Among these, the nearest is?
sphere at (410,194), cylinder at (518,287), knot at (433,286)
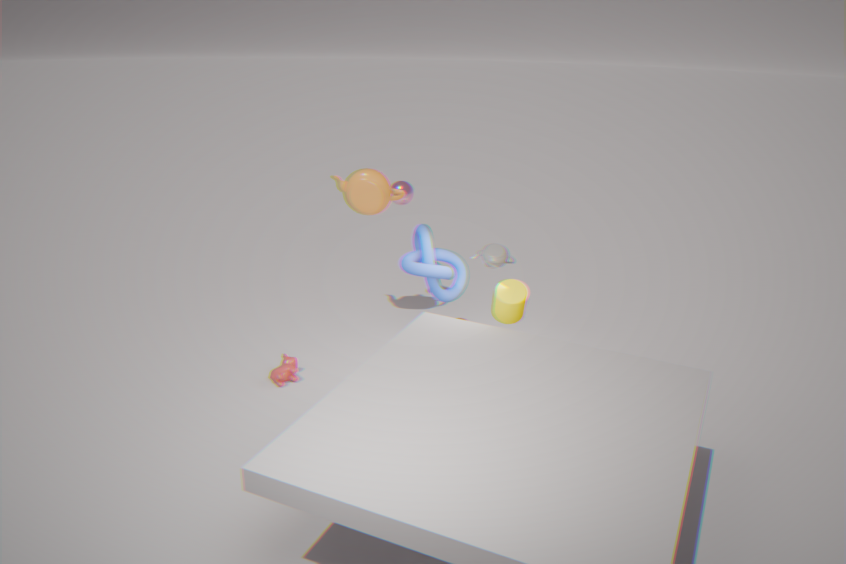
cylinder at (518,287)
